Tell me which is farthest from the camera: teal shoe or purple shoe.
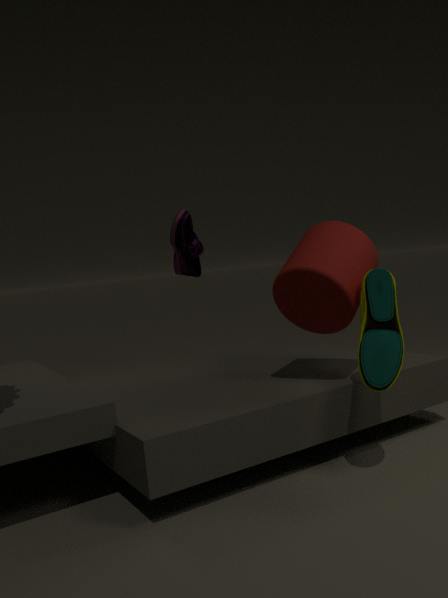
purple shoe
